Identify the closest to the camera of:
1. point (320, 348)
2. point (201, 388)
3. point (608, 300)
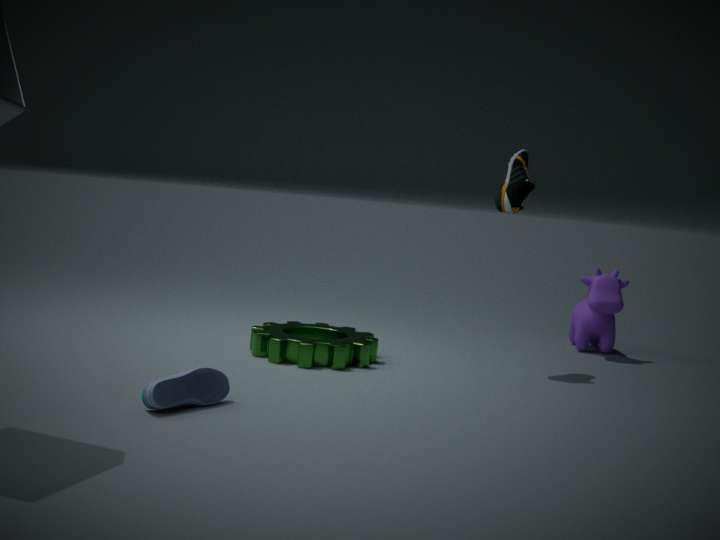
point (201, 388)
